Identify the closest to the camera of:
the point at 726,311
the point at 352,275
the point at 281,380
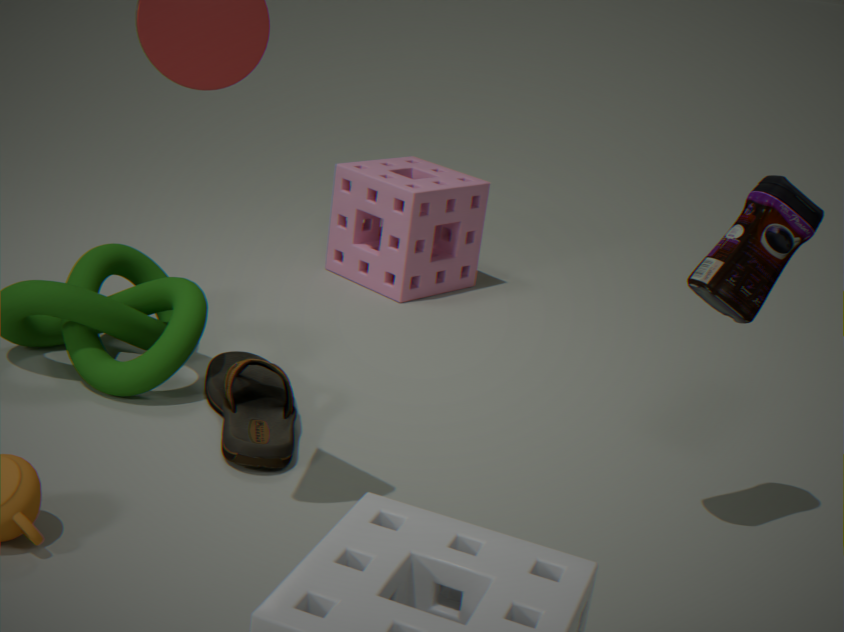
the point at 726,311
